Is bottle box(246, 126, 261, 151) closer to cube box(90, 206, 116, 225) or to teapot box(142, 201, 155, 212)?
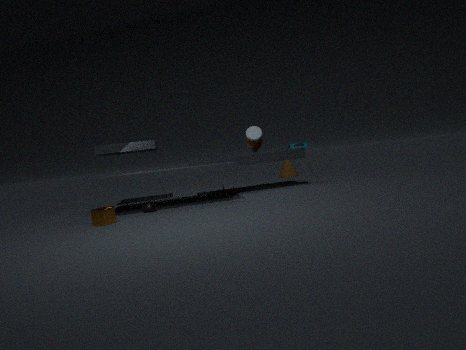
teapot box(142, 201, 155, 212)
